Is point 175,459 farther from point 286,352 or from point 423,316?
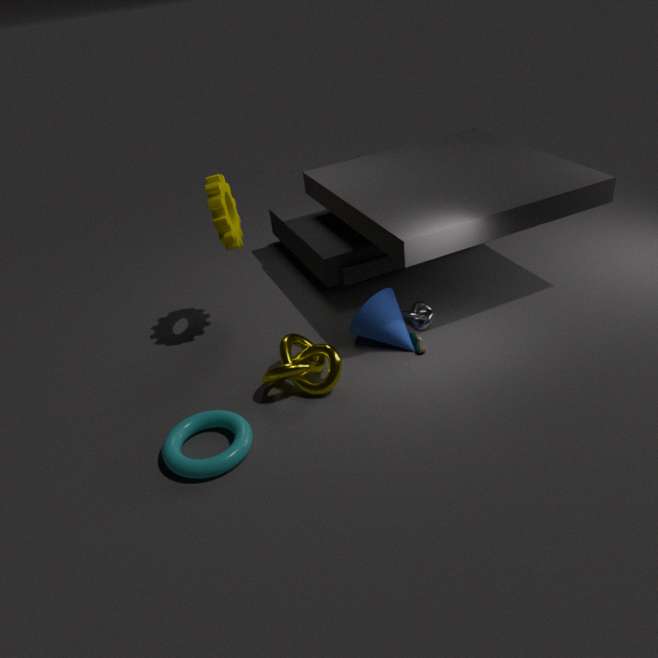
point 423,316
